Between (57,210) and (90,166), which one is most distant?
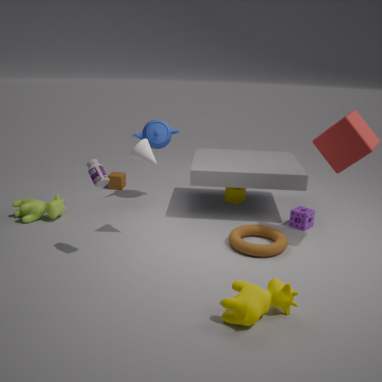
(57,210)
